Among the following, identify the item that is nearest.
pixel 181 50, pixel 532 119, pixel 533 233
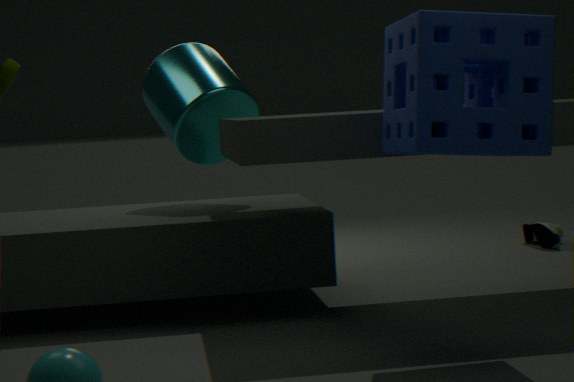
pixel 532 119
